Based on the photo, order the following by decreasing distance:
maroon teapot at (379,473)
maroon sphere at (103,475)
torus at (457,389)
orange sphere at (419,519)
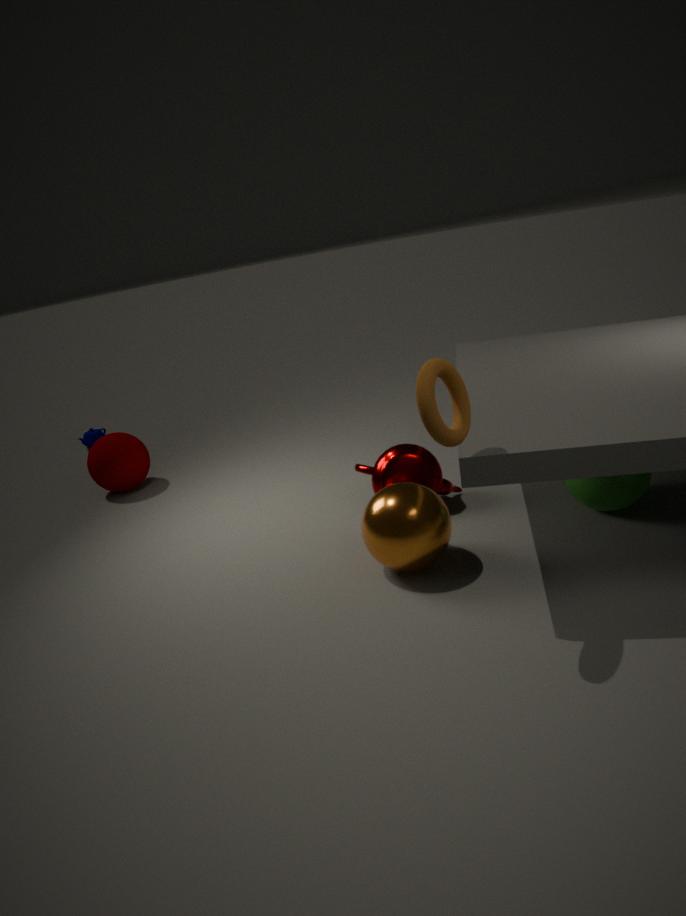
maroon sphere at (103,475), maroon teapot at (379,473), orange sphere at (419,519), torus at (457,389)
